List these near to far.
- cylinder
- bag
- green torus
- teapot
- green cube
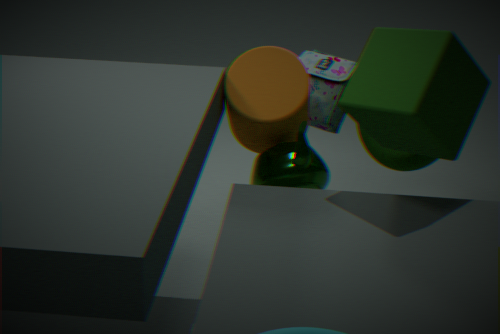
1. green cube
2. teapot
3. cylinder
4. green torus
5. bag
